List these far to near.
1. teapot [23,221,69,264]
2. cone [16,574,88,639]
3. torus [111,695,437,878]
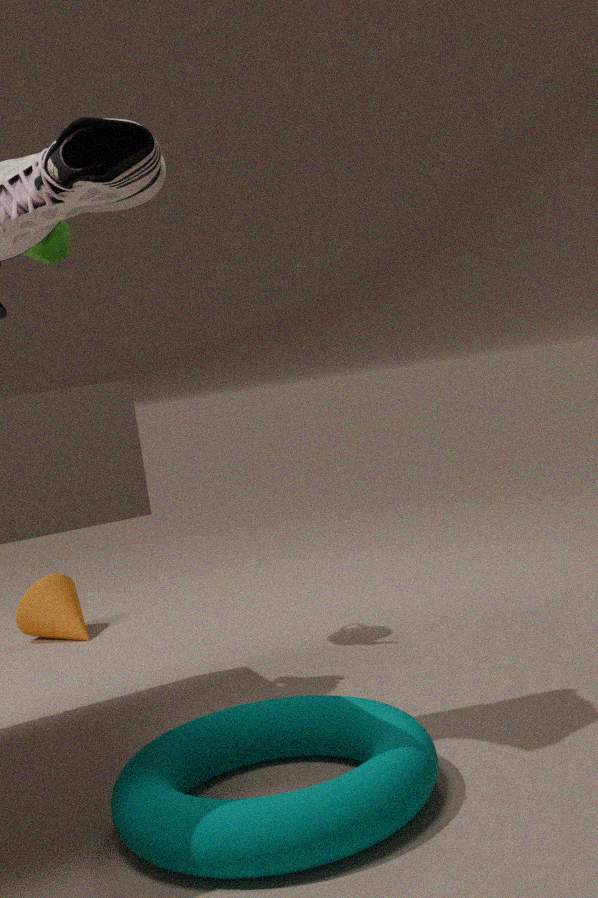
cone [16,574,88,639]
teapot [23,221,69,264]
torus [111,695,437,878]
